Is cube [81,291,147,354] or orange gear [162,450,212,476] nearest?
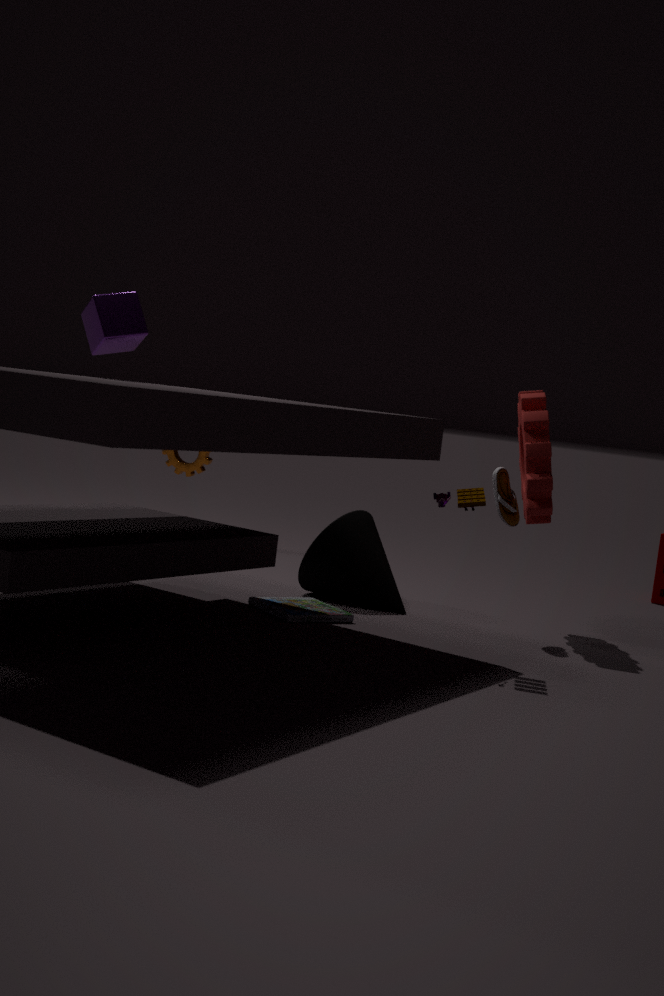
cube [81,291,147,354]
